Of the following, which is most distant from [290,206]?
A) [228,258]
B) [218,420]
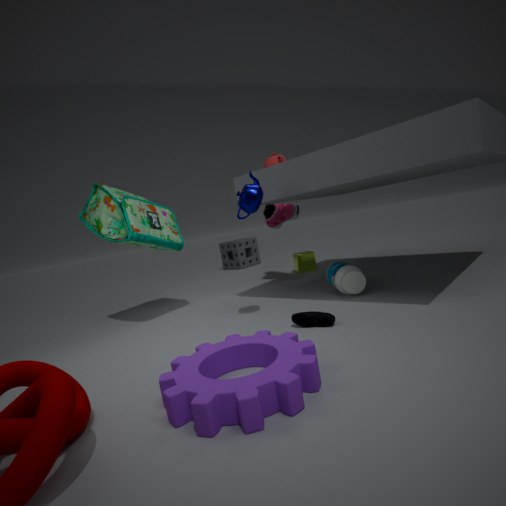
[218,420]
